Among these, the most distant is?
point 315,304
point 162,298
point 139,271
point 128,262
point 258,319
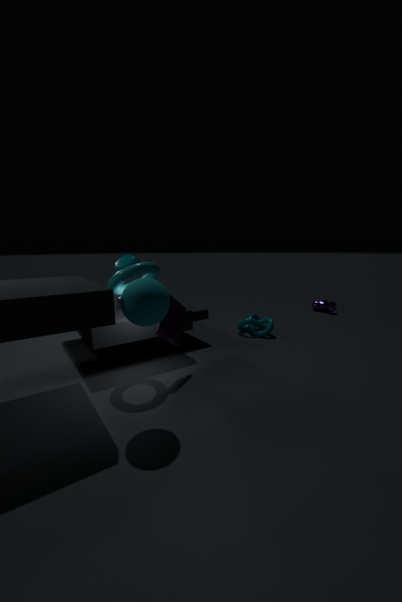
point 315,304
